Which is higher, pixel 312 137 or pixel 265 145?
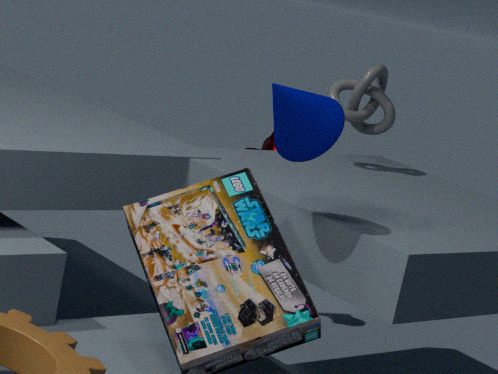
pixel 312 137
